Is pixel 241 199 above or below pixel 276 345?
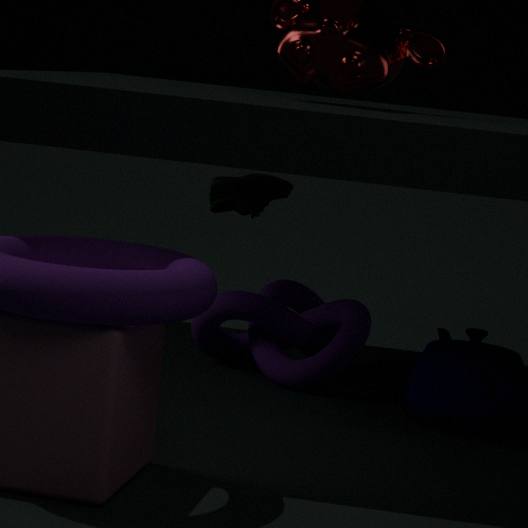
above
